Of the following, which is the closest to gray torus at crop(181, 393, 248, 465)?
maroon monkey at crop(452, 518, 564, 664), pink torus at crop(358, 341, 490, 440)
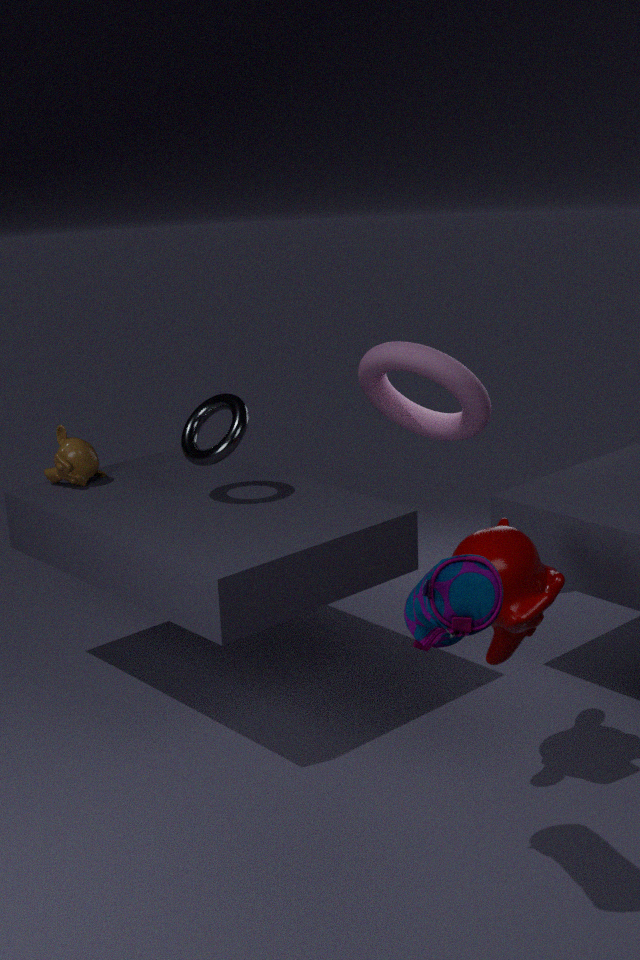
pink torus at crop(358, 341, 490, 440)
